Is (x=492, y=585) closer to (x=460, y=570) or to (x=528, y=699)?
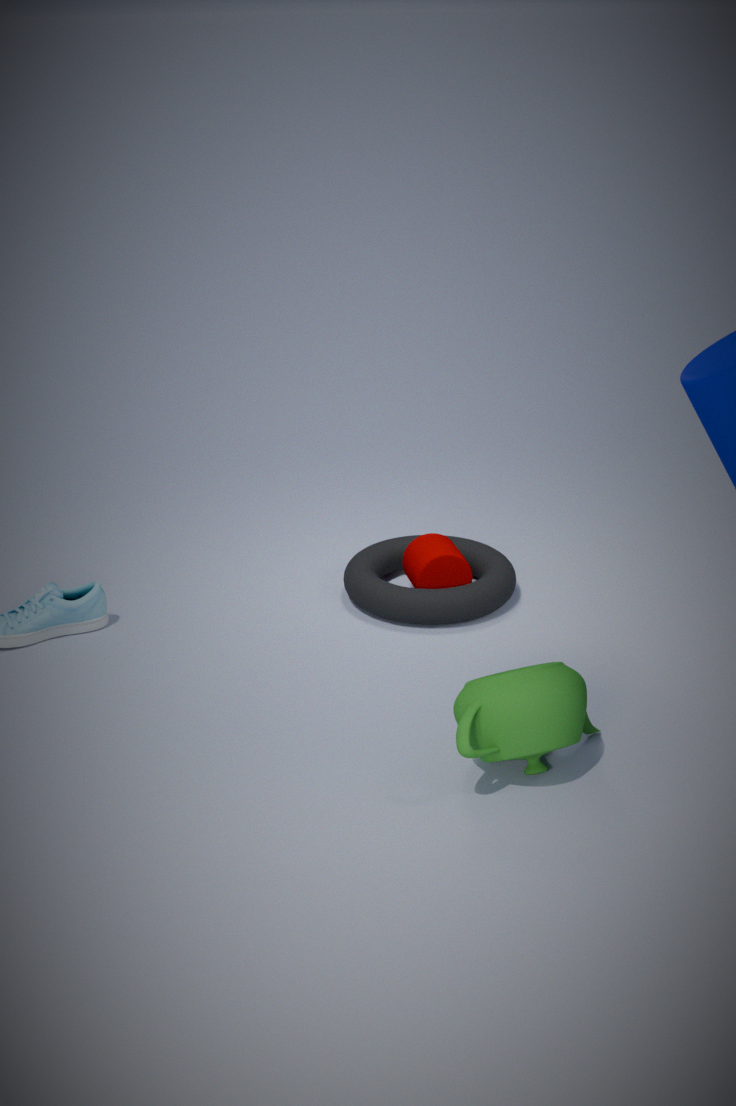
(x=460, y=570)
